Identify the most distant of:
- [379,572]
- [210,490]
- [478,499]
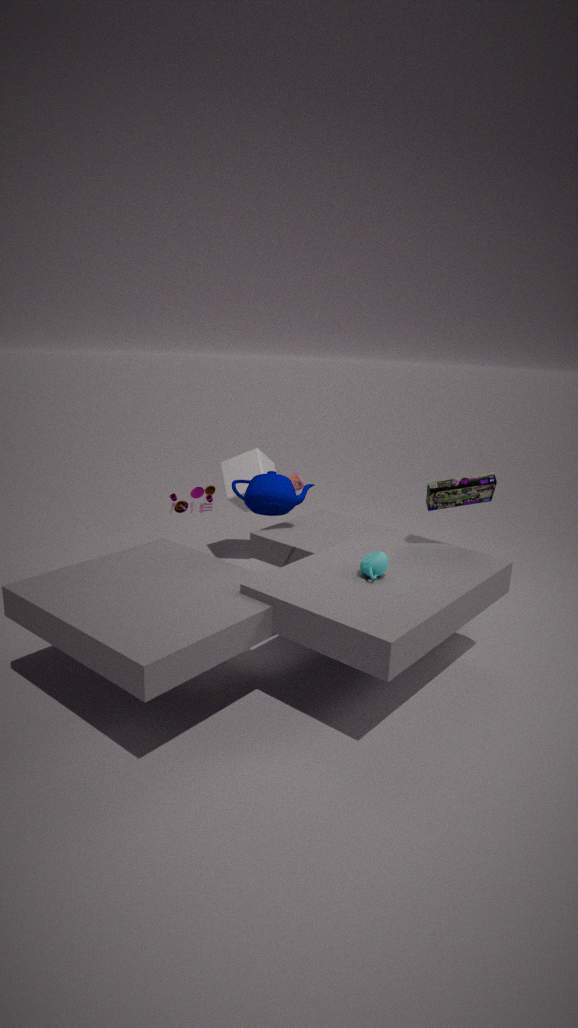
[210,490]
